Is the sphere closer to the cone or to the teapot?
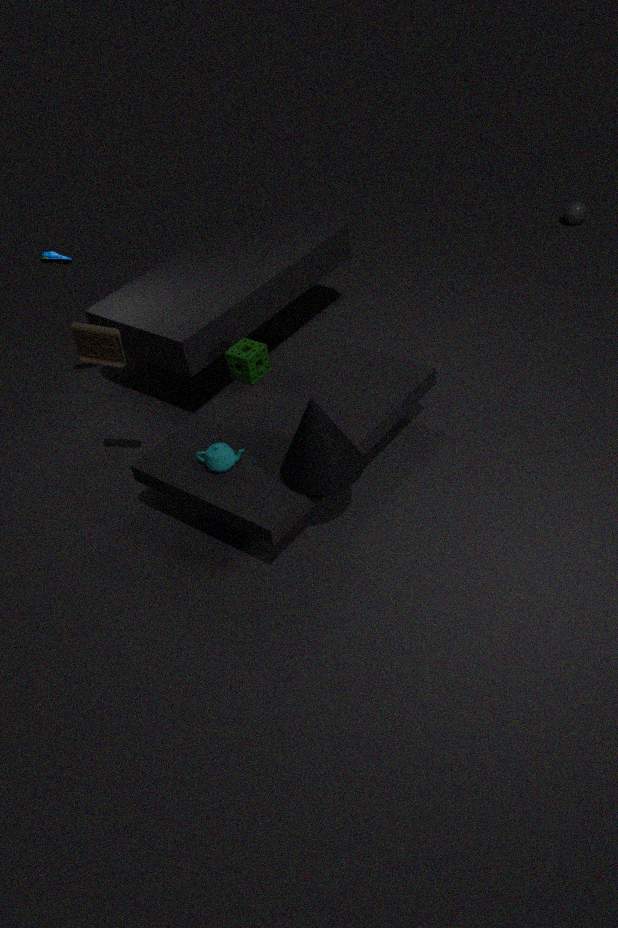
the cone
